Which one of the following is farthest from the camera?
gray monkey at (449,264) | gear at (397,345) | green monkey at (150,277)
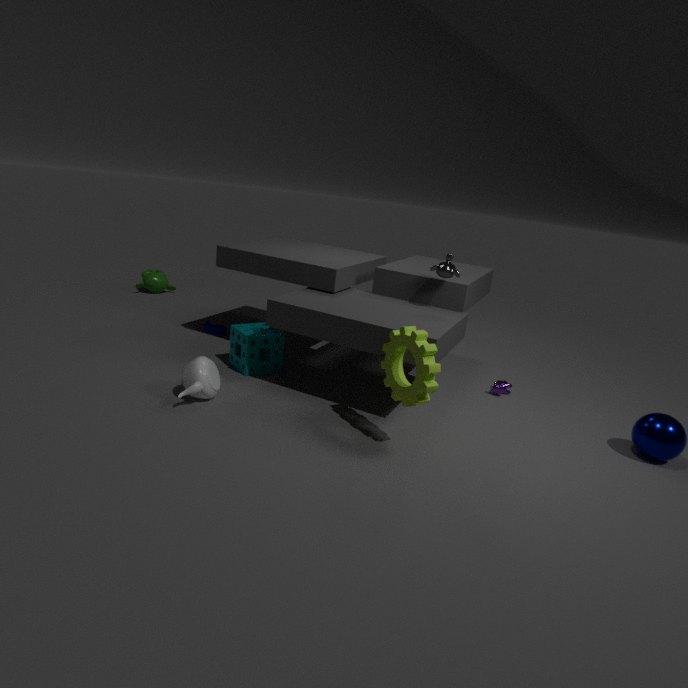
green monkey at (150,277)
